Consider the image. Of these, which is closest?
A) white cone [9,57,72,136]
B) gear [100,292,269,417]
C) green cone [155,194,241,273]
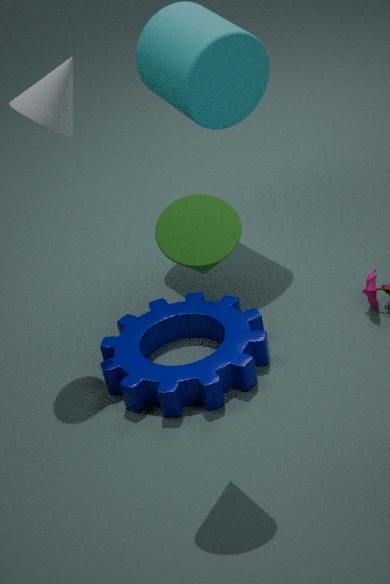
green cone [155,194,241,273]
